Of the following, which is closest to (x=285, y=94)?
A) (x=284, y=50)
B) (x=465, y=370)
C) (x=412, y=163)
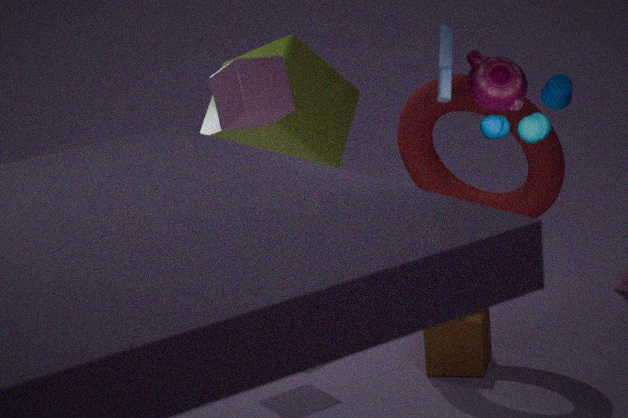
(x=284, y=50)
